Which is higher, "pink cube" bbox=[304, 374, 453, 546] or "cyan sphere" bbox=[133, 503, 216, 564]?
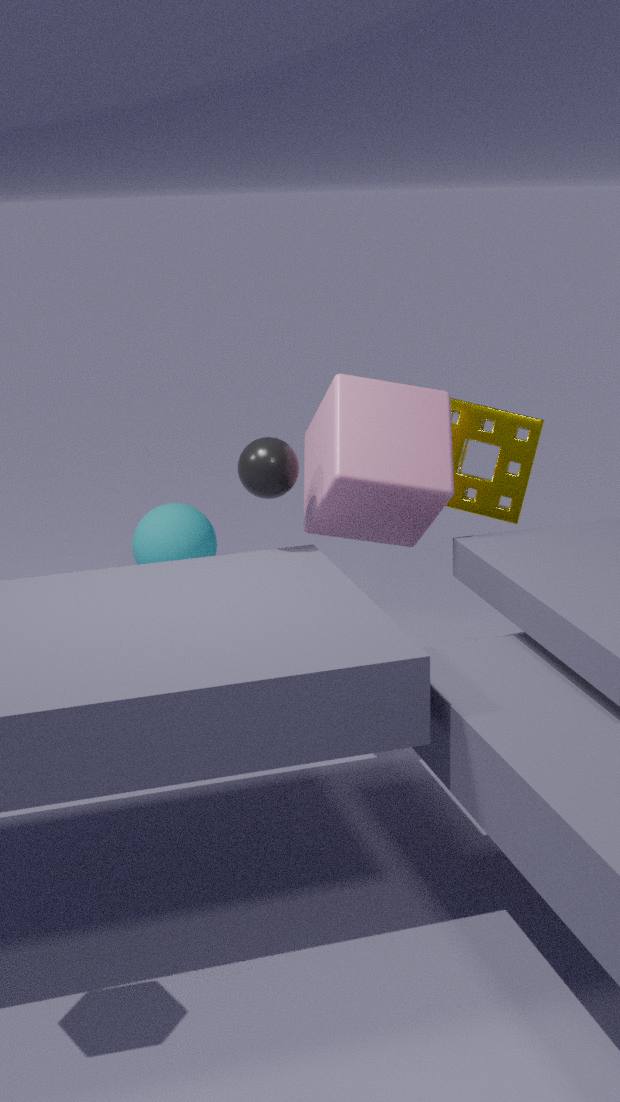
"pink cube" bbox=[304, 374, 453, 546]
